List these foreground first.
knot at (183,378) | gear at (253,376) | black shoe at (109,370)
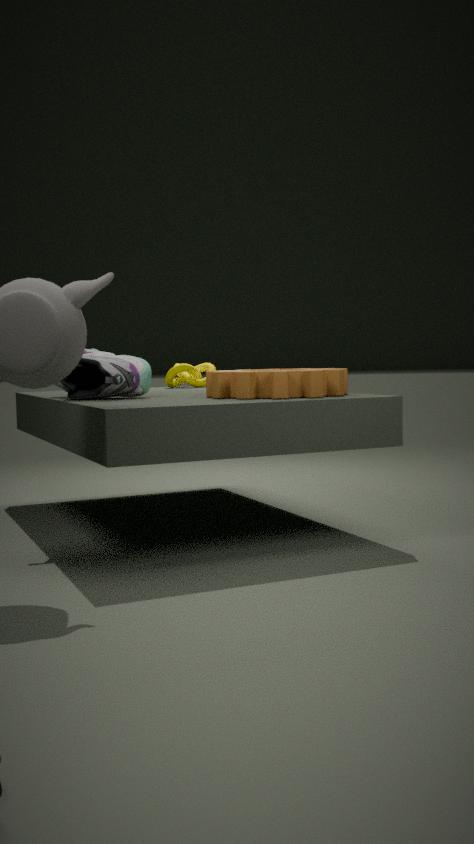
gear at (253,376) < black shoe at (109,370) < knot at (183,378)
